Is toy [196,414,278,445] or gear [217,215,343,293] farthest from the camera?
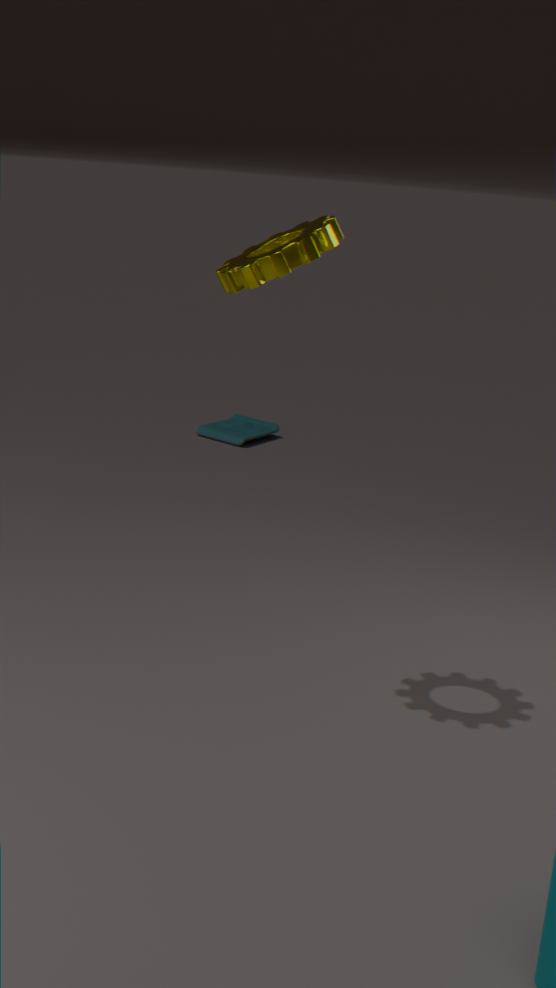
toy [196,414,278,445]
